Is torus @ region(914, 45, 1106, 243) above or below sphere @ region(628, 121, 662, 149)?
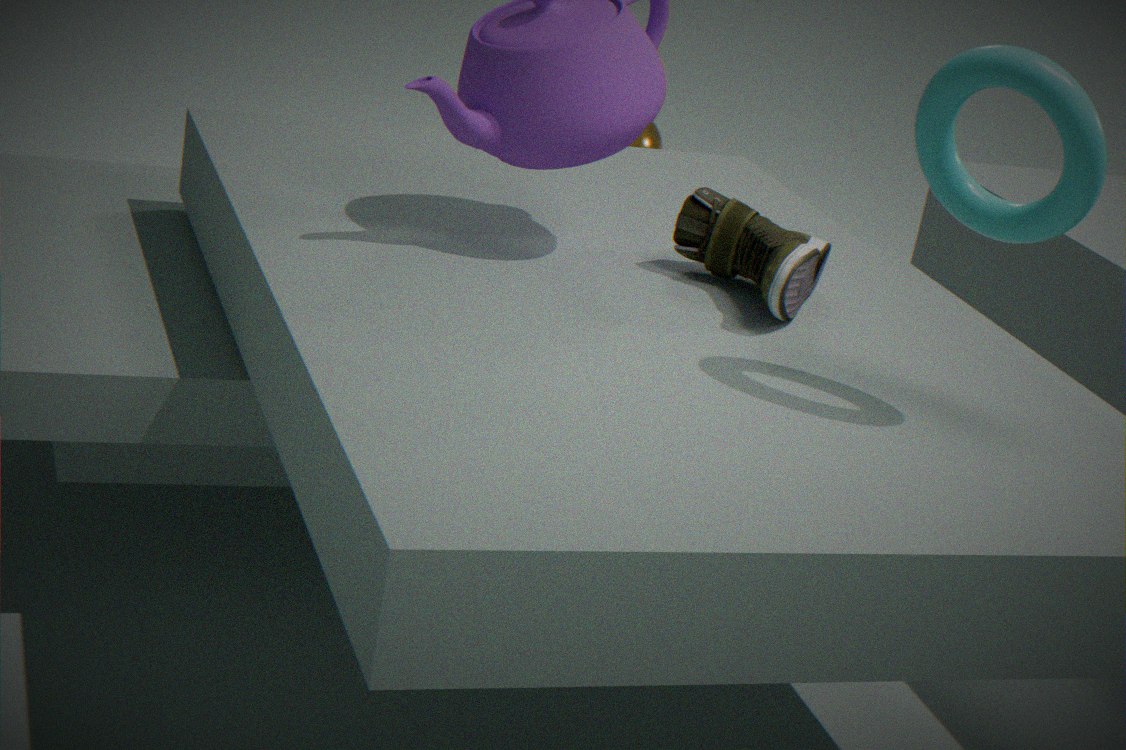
above
